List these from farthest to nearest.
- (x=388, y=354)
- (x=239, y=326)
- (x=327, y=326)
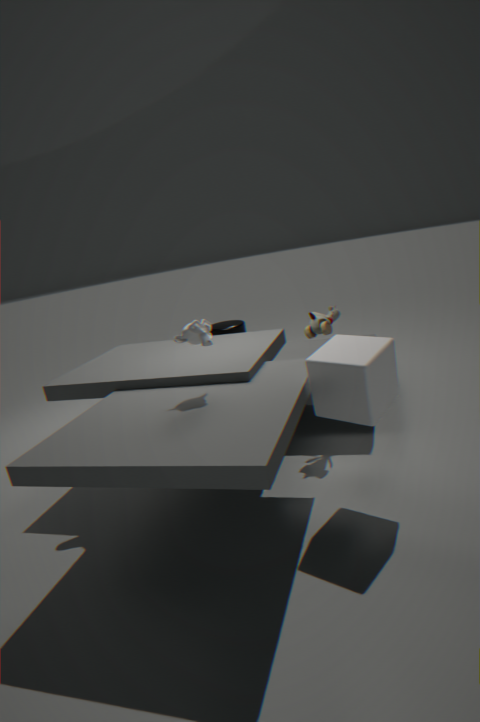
(x=239, y=326), (x=327, y=326), (x=388, y=354)
